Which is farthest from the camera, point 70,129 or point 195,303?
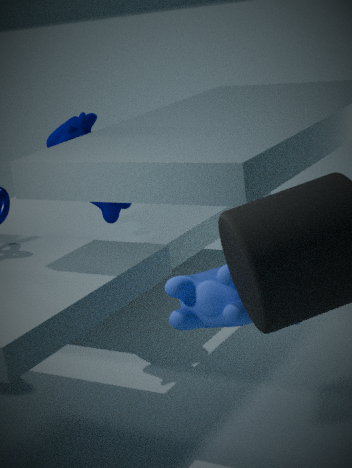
point 70,129
